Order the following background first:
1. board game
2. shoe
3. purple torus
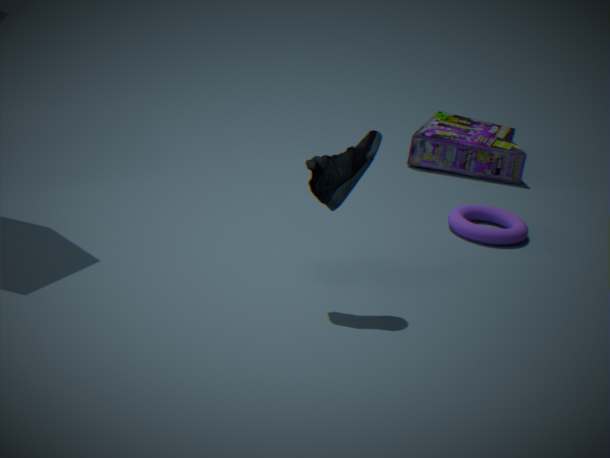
board game, purple torus, shoe
